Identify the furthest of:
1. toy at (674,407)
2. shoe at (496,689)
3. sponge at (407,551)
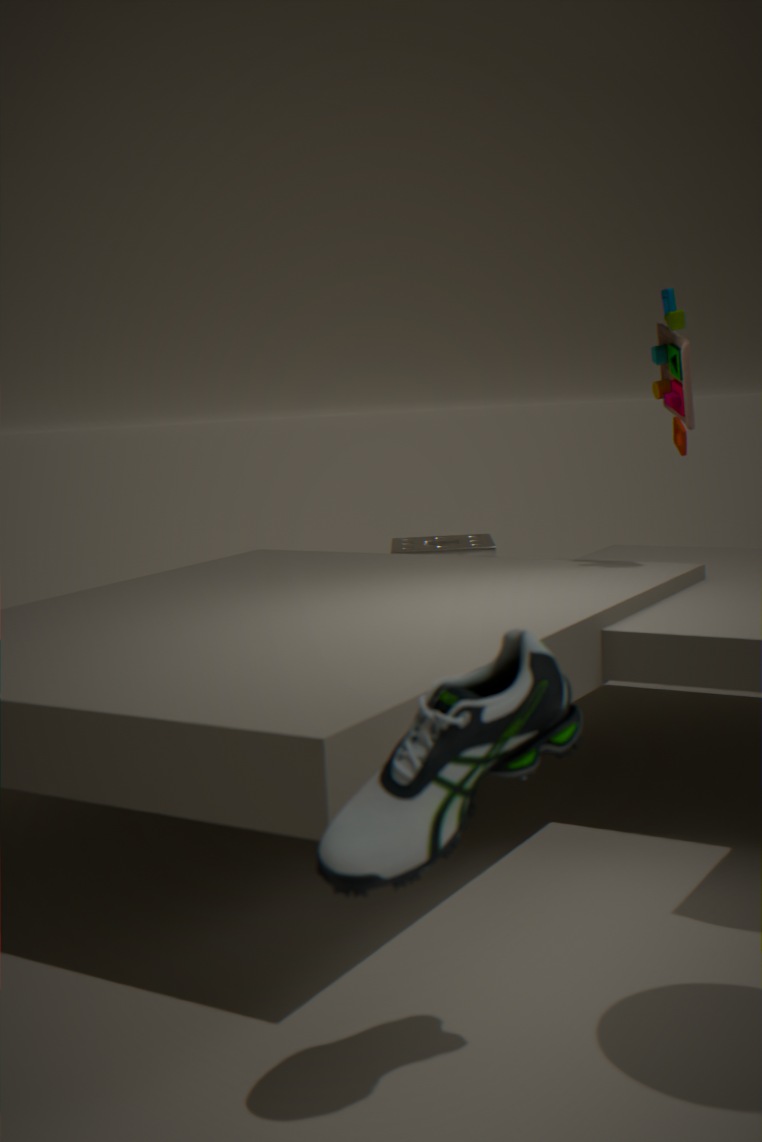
sponge at (407,551)
